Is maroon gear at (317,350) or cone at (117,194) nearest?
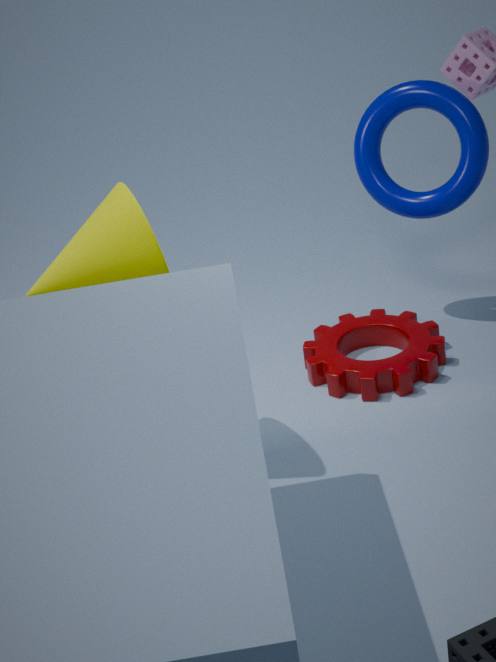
cone at (117,194)
